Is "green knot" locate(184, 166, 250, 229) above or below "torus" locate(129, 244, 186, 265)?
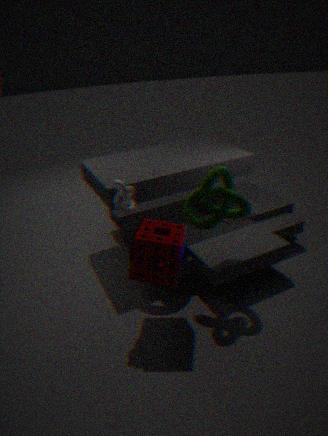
above
